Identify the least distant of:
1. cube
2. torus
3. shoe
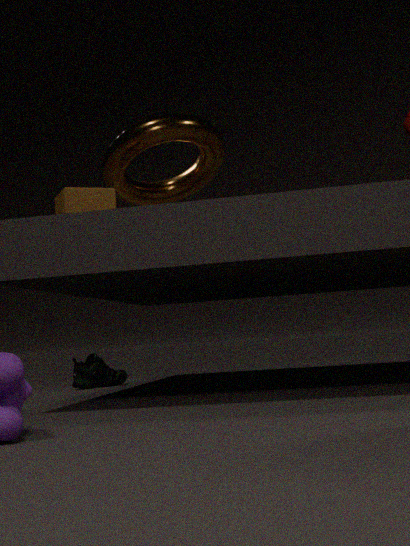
cube
